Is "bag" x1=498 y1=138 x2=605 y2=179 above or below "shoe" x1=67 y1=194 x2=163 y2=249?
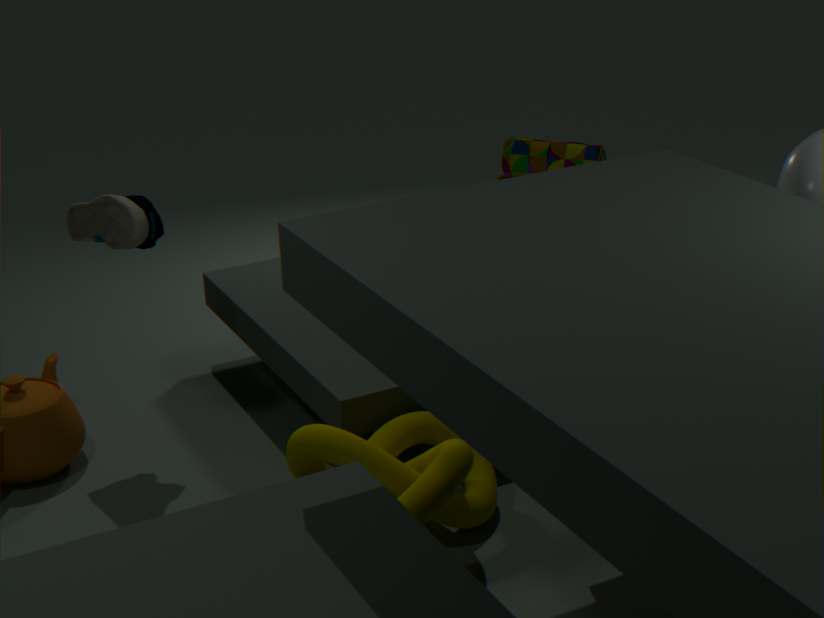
below
